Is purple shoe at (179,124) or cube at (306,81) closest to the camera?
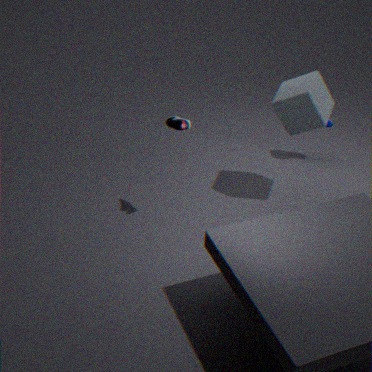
purple shoe at (179,124)
